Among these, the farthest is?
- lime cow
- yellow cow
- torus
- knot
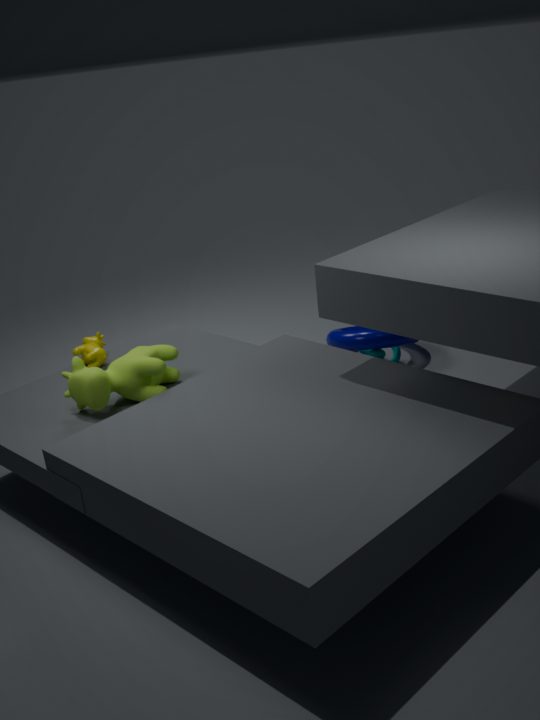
knot
